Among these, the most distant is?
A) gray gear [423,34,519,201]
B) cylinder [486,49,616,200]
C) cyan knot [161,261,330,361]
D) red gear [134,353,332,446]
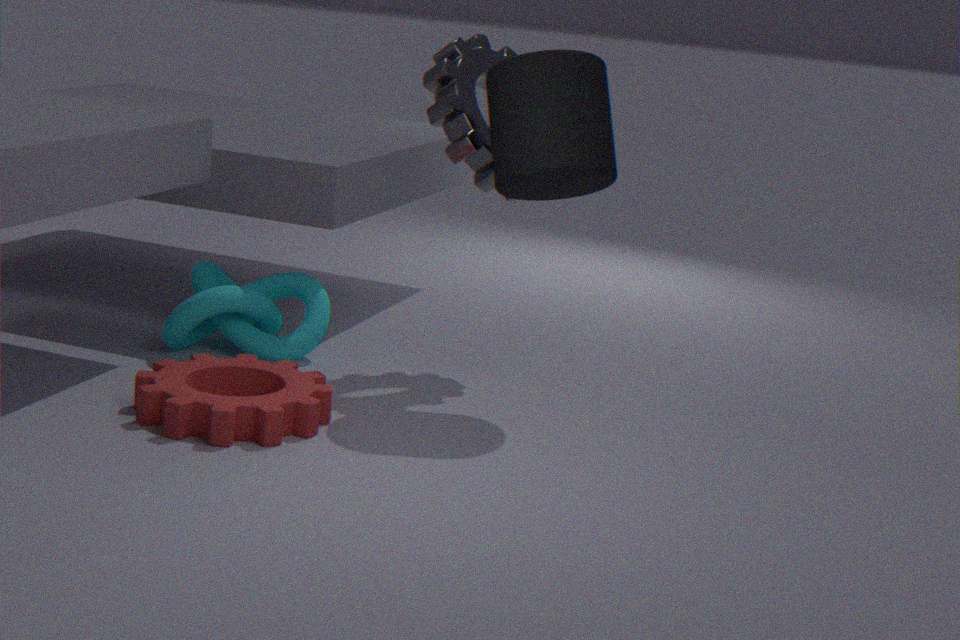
cyan knot [161,261,330,361]
